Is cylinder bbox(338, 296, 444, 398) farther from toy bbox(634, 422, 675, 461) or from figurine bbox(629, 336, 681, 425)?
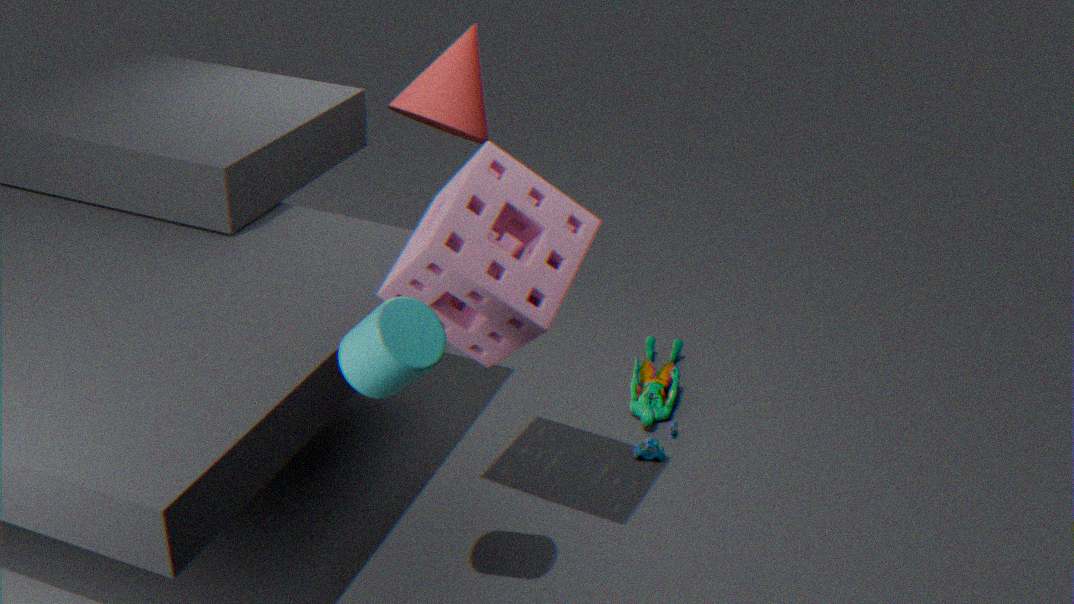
figurine bbox(629, 336, 681, 425)
